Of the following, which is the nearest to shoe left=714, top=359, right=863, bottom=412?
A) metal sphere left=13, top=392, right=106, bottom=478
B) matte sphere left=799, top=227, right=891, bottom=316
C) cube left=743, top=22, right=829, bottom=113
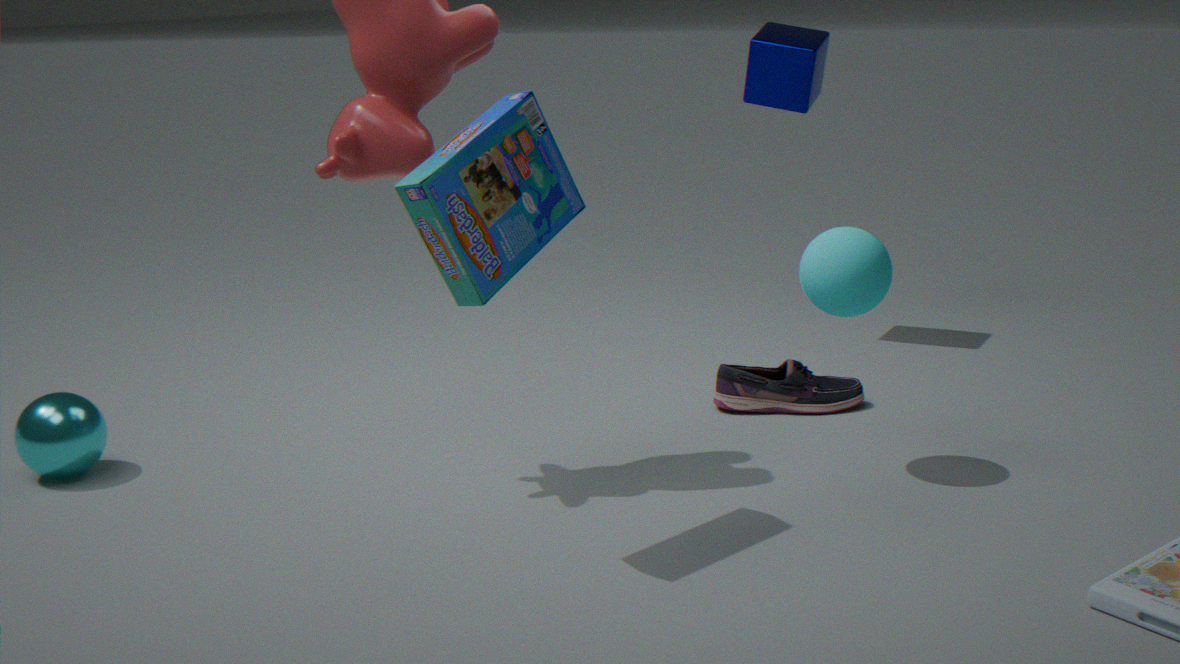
matte sphere left=799, top=227, right=891, bottom=316
